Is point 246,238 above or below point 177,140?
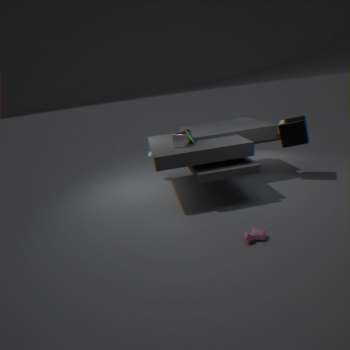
below
